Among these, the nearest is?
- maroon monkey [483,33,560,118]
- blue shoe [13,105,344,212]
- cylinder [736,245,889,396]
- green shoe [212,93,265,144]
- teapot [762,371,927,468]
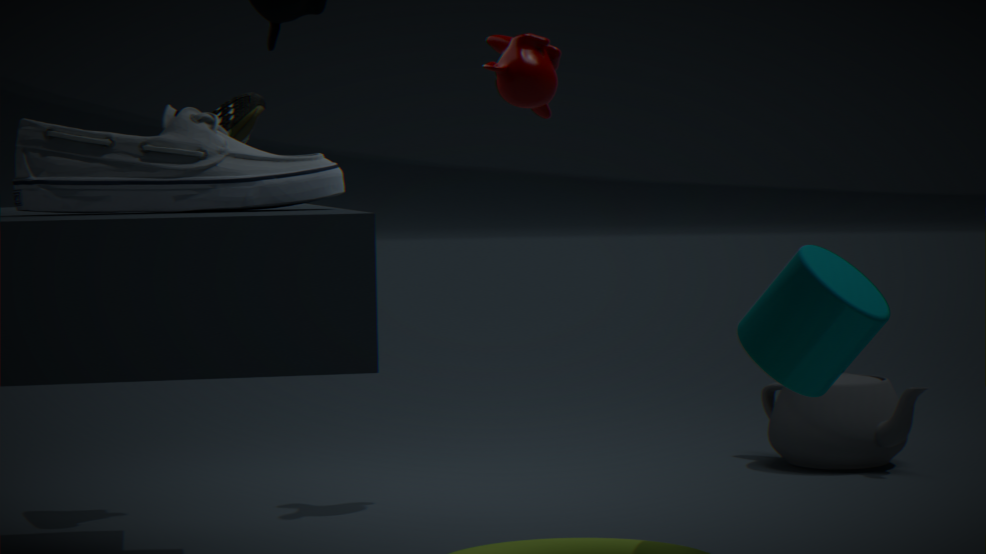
blue shoe [13,105,344,212]
